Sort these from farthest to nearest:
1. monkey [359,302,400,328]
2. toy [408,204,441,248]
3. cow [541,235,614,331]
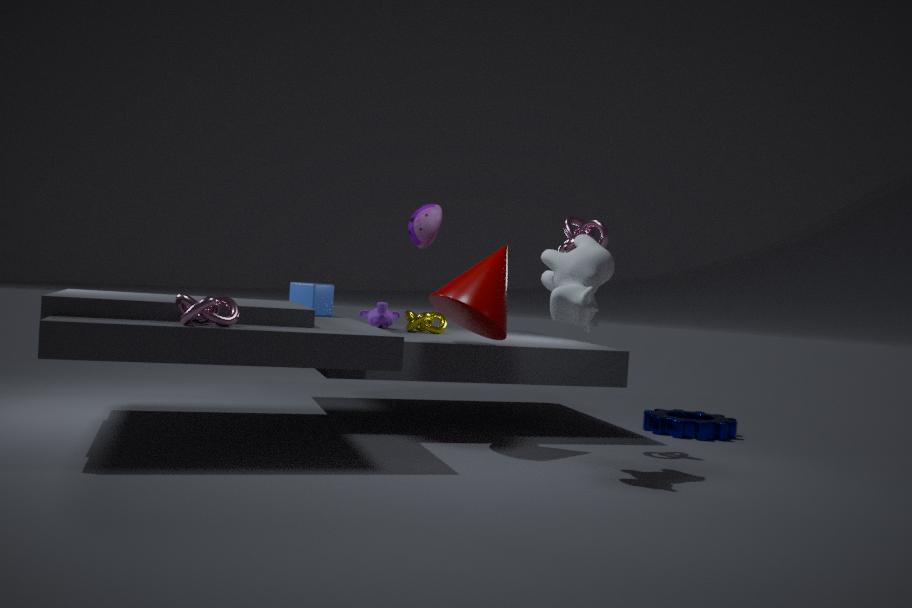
1. monkey [359,302,400,328]
2. toy [408,204,441,248]
3. cow [541,235,614,331]
